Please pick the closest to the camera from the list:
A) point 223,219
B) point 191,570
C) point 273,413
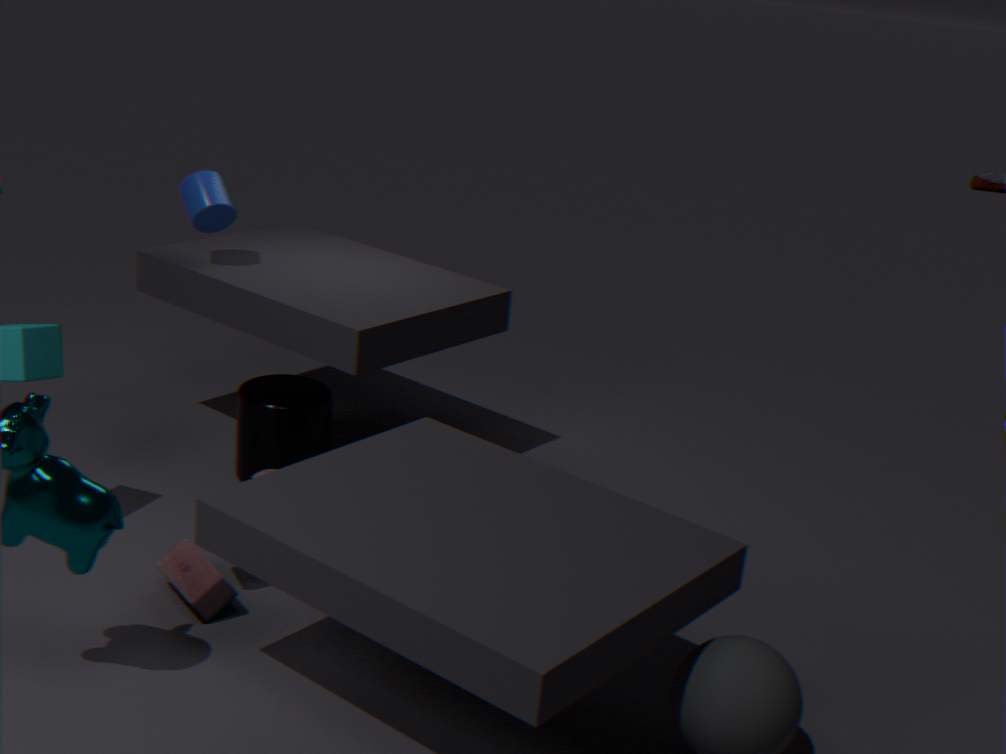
point 191,570
